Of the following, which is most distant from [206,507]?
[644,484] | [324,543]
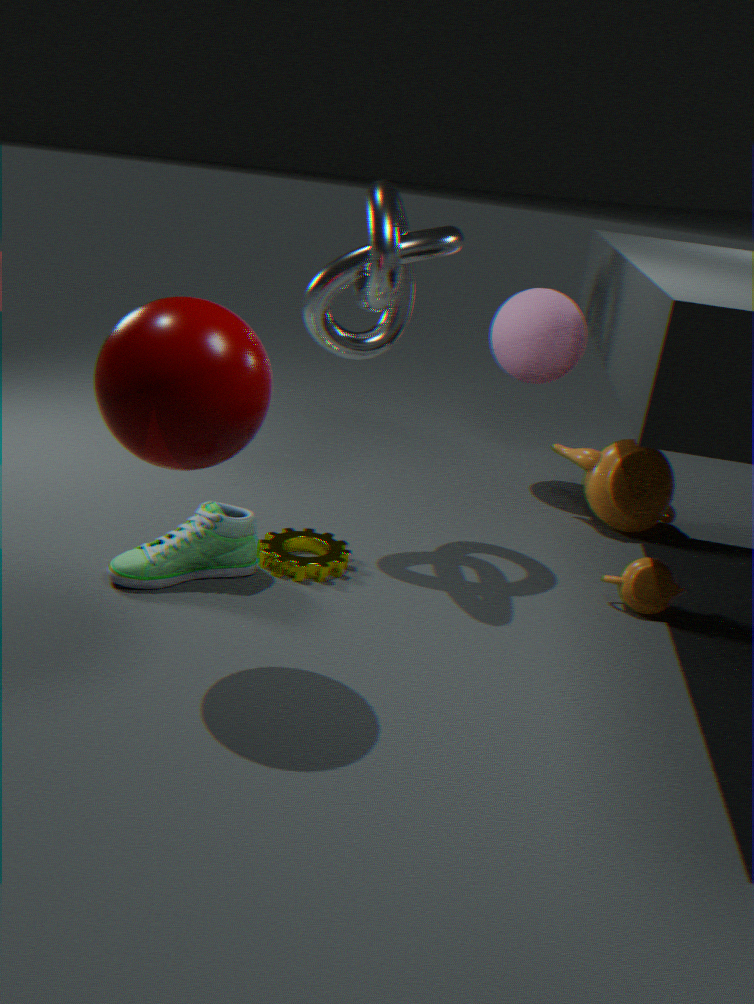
[644,484]
